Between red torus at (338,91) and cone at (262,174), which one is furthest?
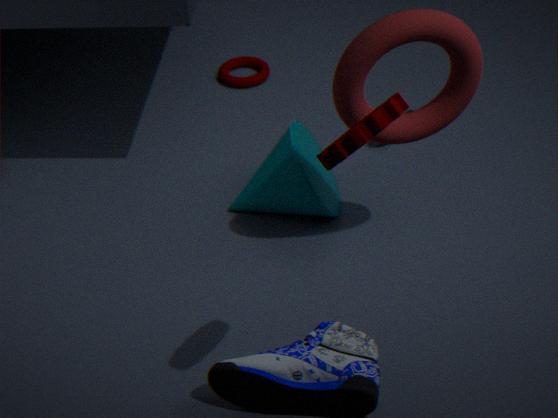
cone at (262,174)
